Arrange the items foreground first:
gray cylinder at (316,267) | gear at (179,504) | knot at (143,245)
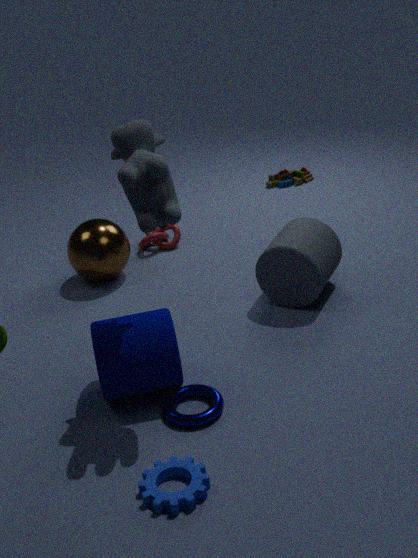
1. gear at (179,504)
2. gray cylinder at (316,267)
3. knot at (143,245)
